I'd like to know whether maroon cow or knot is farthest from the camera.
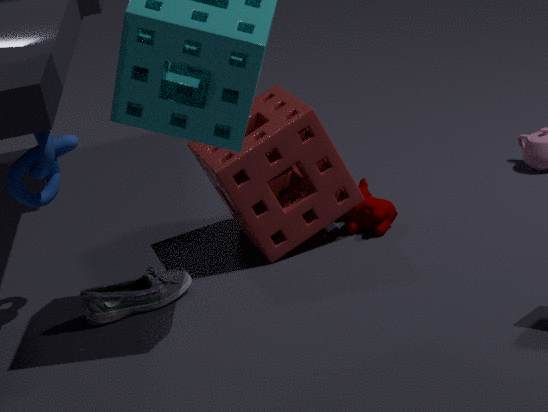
maroon cow
